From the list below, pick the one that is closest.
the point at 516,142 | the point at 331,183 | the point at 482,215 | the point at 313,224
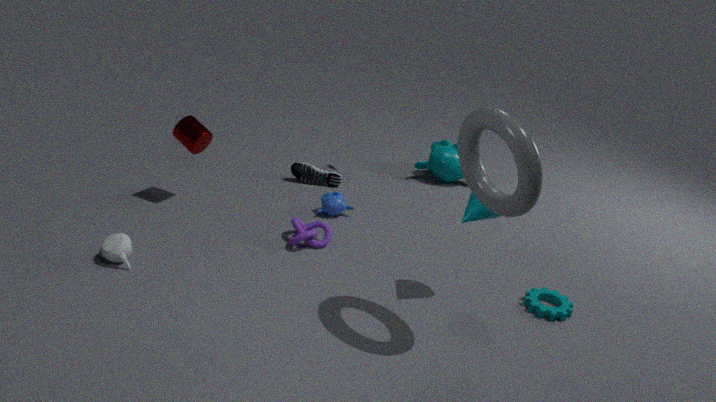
the point at 516,142
